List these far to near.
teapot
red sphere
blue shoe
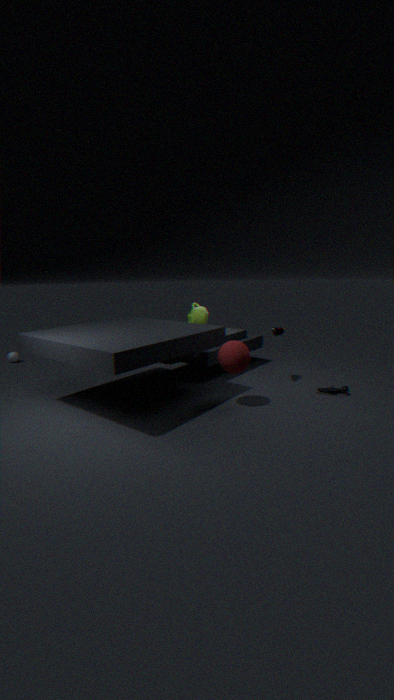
teapot
blue shoe
red sphere
